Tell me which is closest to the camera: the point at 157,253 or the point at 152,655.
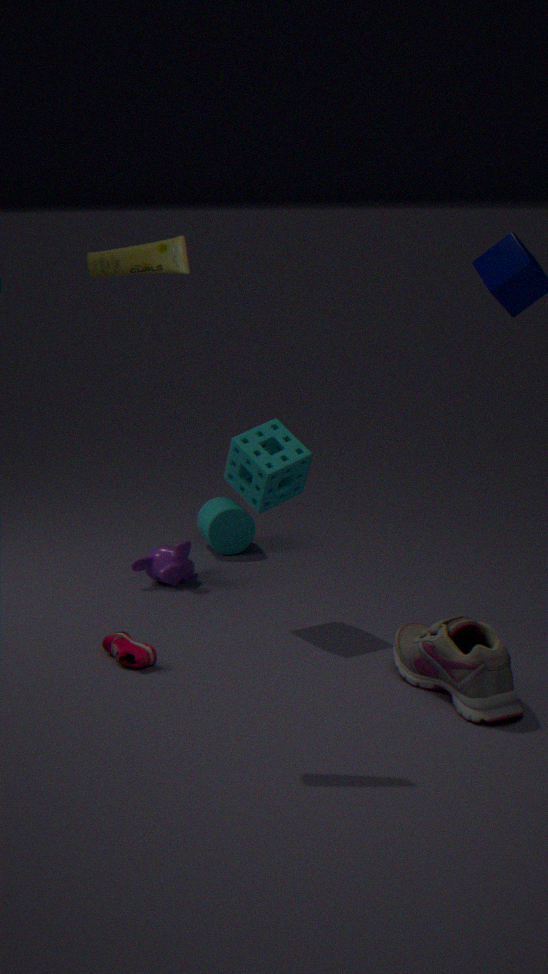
the point at 157,253
